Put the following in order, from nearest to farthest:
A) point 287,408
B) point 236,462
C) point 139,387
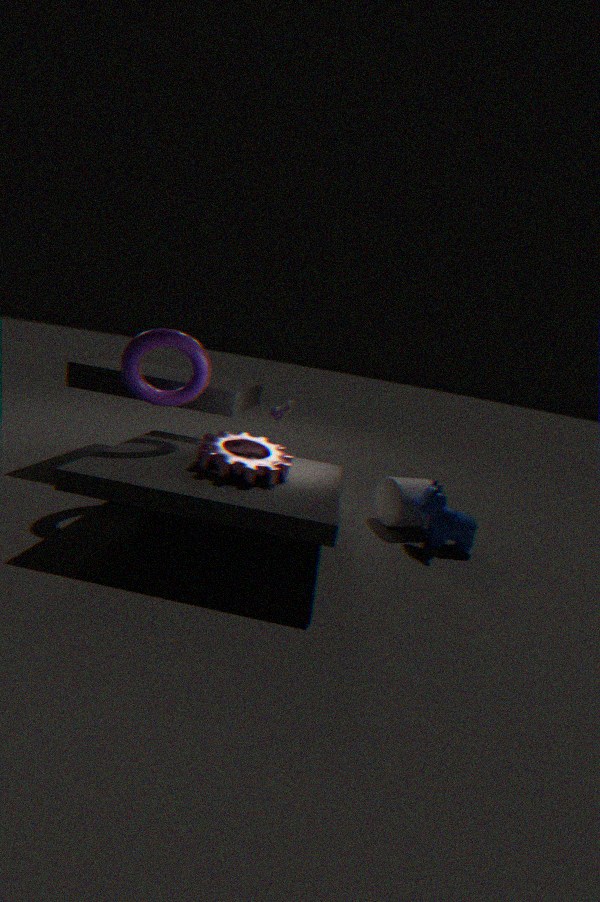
point 236,462, point 139,387, point 287,408
